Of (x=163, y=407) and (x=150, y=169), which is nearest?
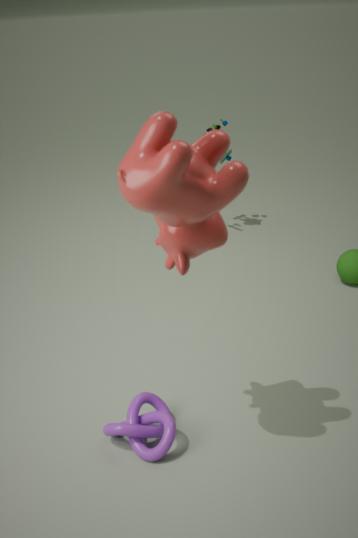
(x=150, y=169)
